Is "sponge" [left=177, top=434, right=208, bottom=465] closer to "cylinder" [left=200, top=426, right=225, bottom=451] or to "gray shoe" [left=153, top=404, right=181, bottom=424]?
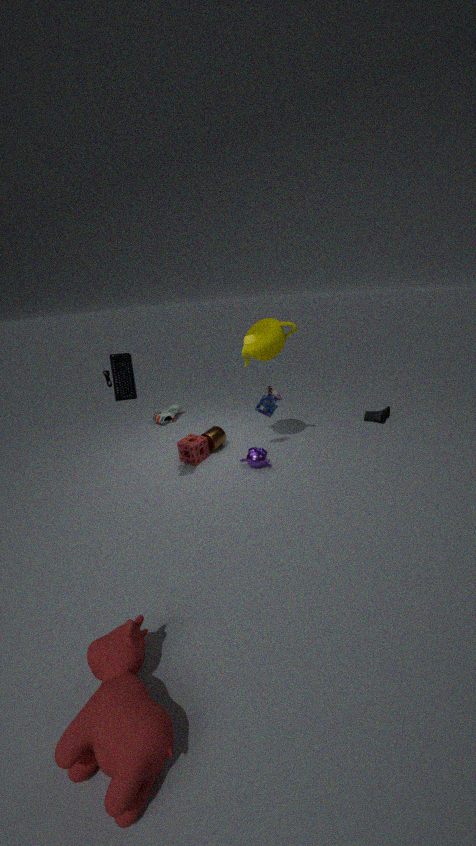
"cylinder" [left=200, top=426, right=225, bottom=451]
